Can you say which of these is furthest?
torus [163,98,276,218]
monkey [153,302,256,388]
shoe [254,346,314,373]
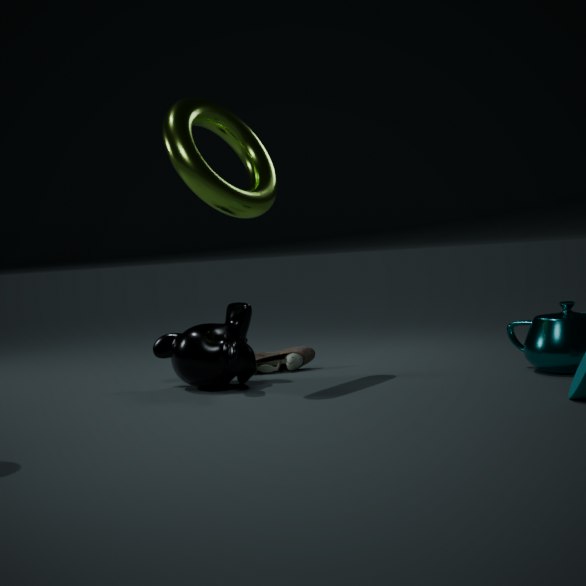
shoe [254,346,314,373]
